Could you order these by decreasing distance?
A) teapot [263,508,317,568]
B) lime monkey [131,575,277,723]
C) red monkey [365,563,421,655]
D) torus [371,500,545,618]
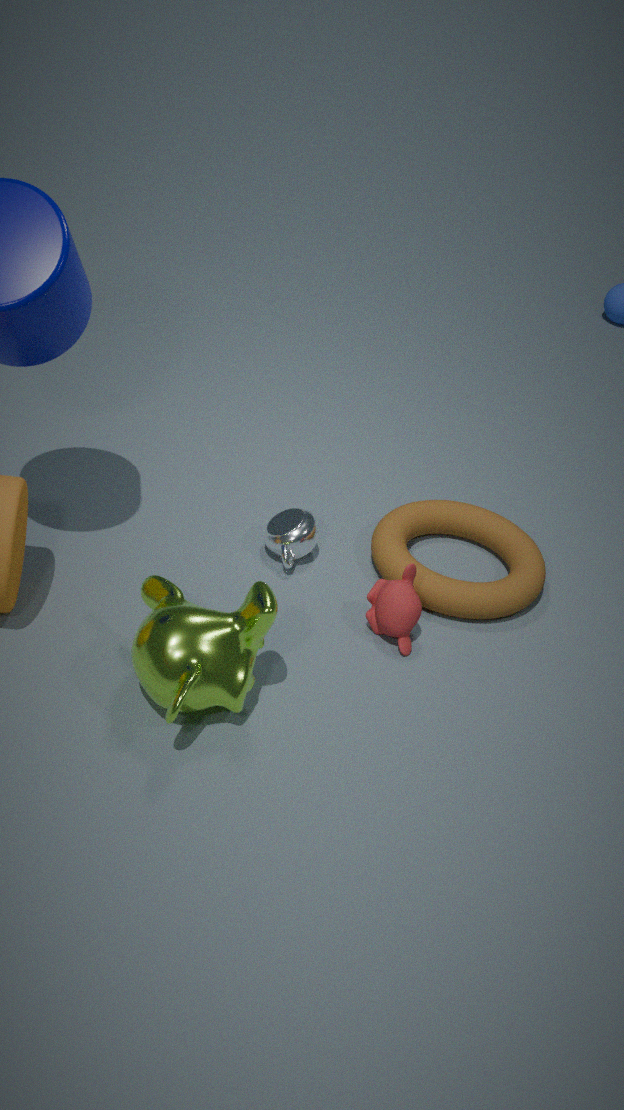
teapot [263,508,317,568]
torus [371,500,545,618]
red monkey [365,563,421,655]
lime monkey [131,575,277,723]
